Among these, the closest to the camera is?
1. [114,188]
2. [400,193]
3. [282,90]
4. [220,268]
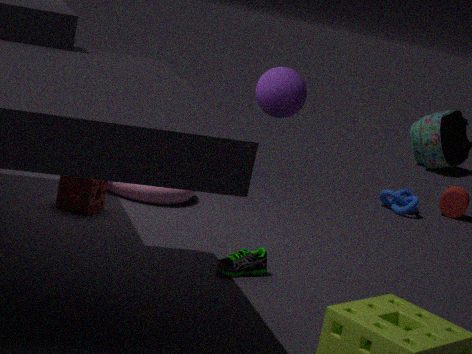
[282,90]
